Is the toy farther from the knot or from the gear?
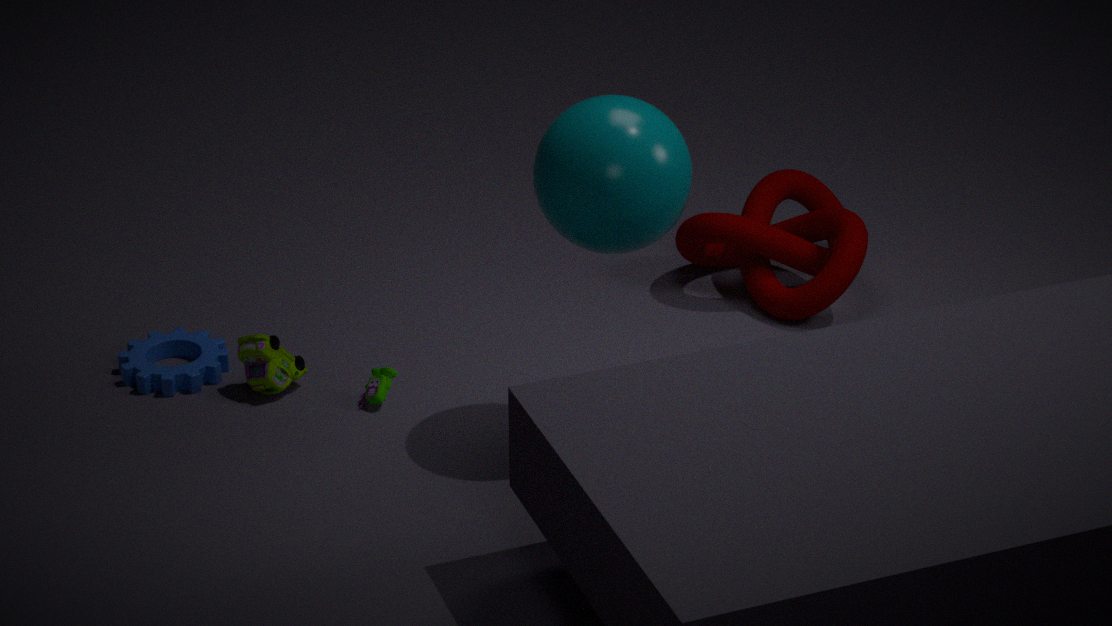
the knot
